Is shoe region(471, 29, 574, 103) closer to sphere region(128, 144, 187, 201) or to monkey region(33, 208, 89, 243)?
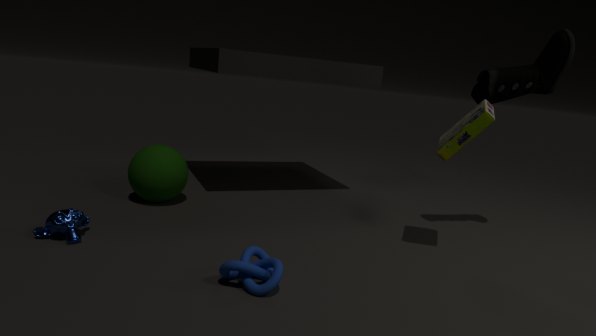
sphere region(128, 144, 187, 201)
